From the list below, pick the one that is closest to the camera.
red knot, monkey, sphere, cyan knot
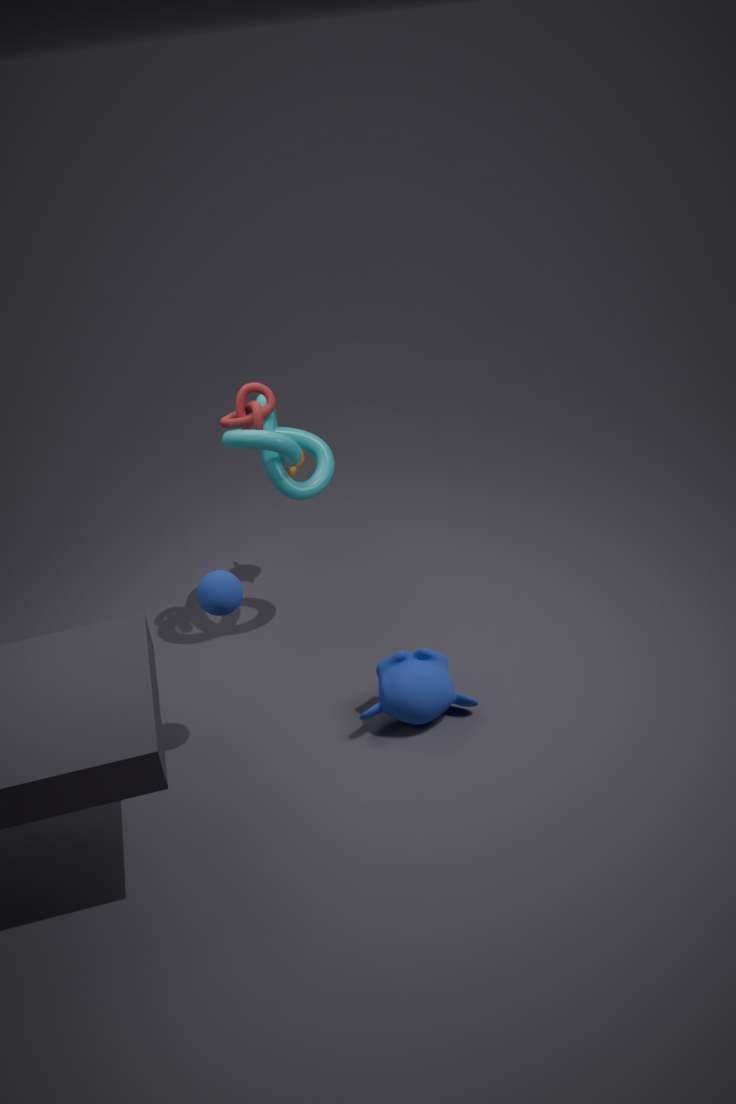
sphere
